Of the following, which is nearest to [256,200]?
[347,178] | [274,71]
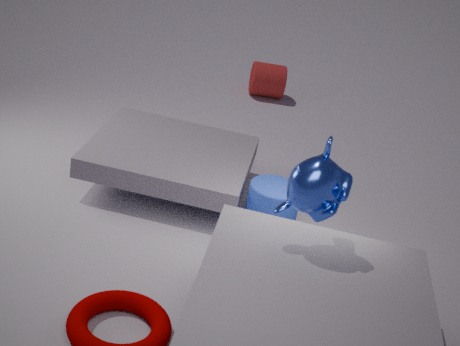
[347,178]
